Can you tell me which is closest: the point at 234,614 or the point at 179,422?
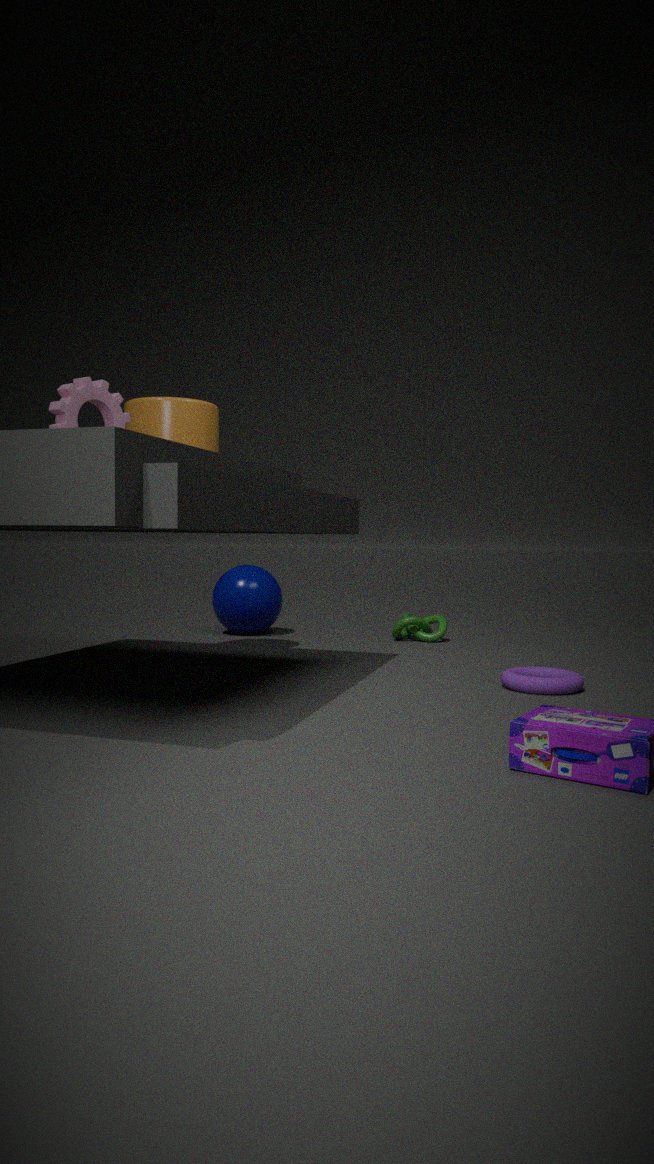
the point at 179,422
